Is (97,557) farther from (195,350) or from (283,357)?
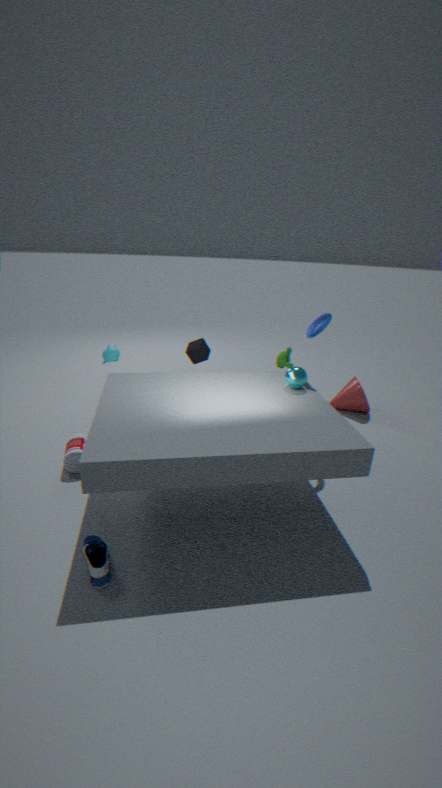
(283,357)
